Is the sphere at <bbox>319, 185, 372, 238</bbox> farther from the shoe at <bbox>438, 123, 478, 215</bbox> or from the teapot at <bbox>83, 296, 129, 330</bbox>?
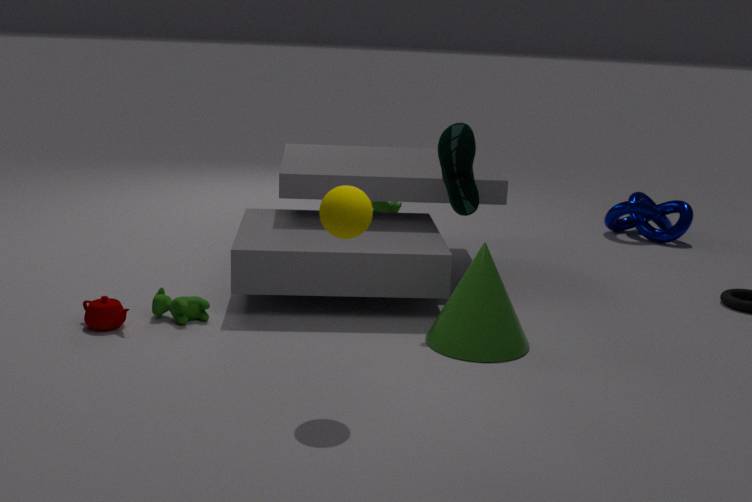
the teapot at <bbox>83, 296, 129, 330</bbox>
